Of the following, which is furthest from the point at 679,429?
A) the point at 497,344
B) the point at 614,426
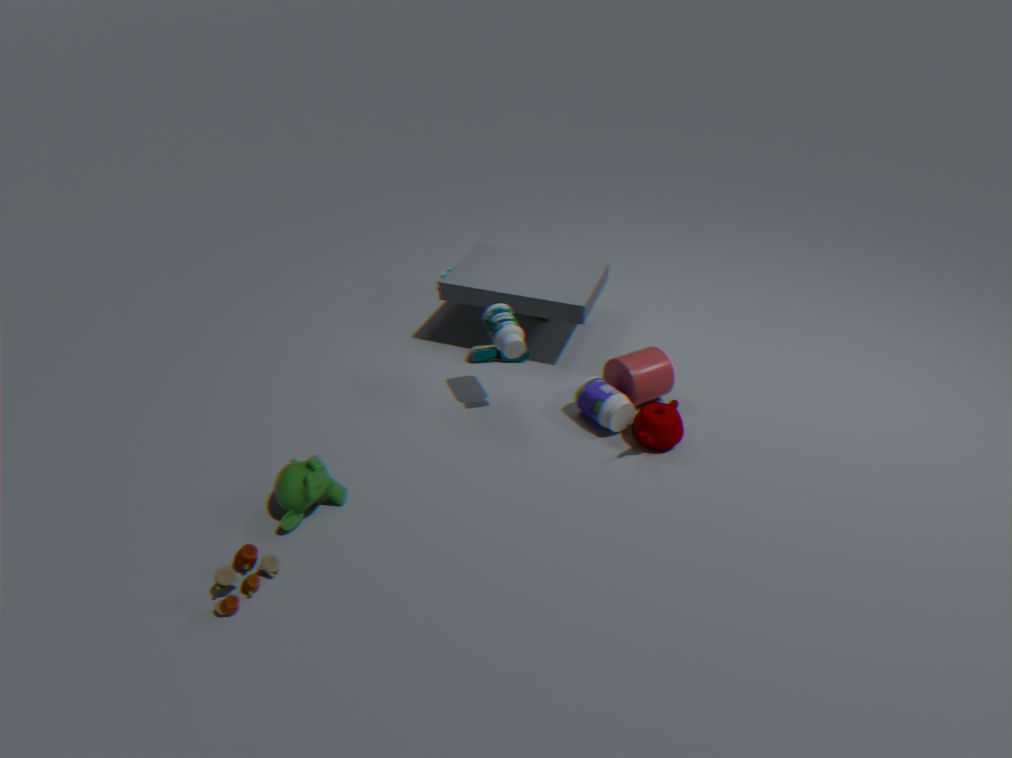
the point at 497,344
